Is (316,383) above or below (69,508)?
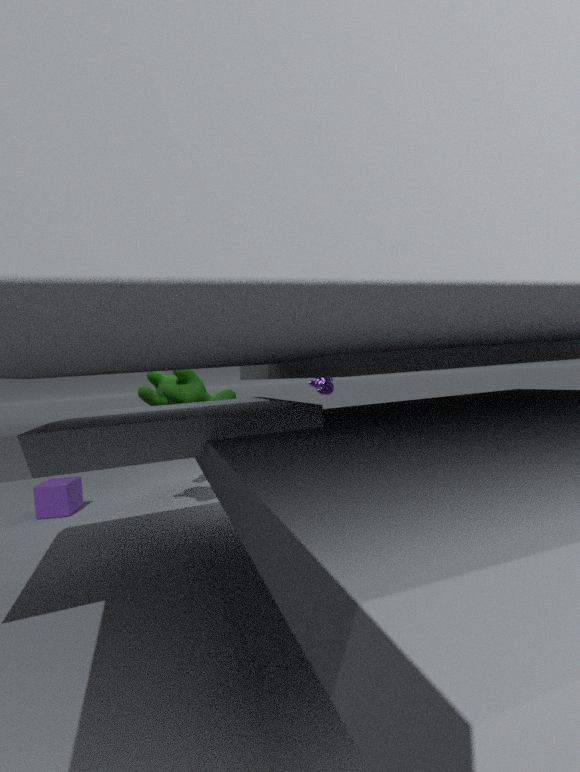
→ above
